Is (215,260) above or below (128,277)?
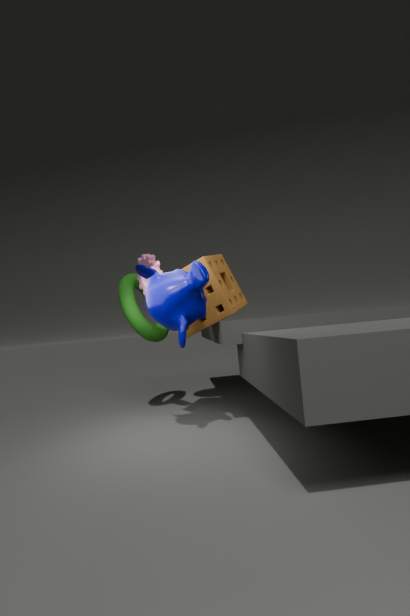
above
